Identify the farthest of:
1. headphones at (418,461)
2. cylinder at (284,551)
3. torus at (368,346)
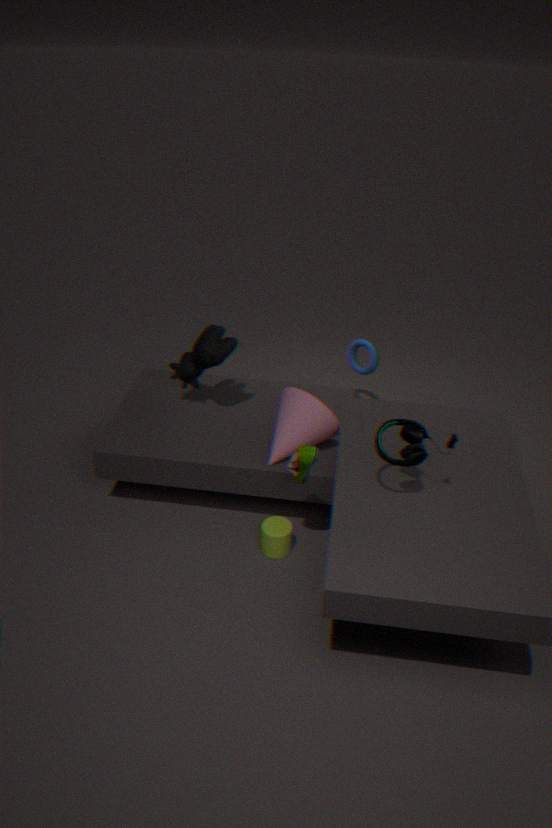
torus at (368,346)
